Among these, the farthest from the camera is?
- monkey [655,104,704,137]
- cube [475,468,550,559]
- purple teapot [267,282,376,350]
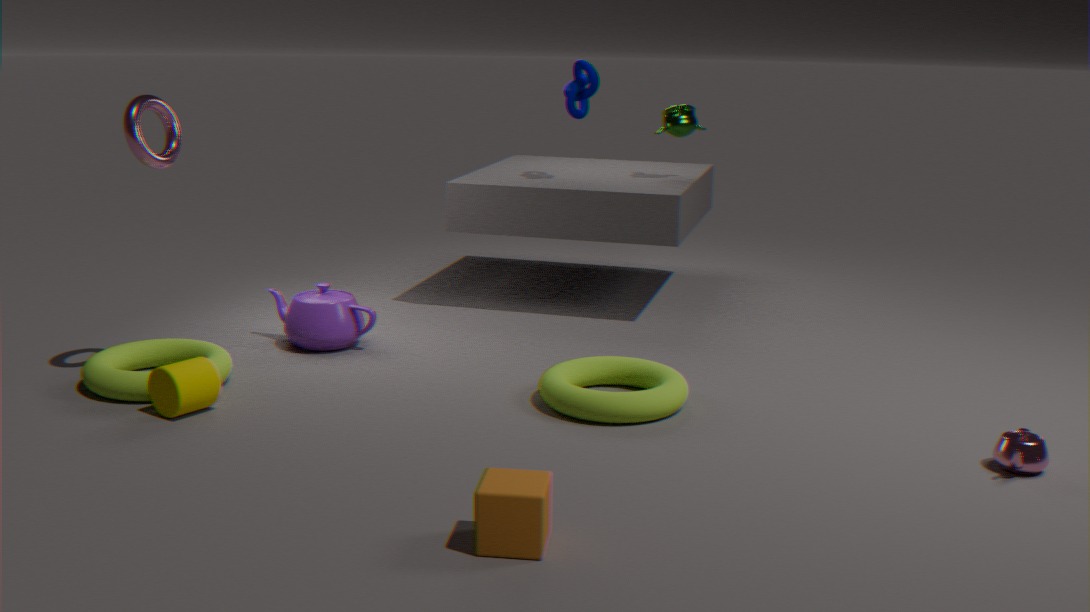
monkey [655,104,704,137]
